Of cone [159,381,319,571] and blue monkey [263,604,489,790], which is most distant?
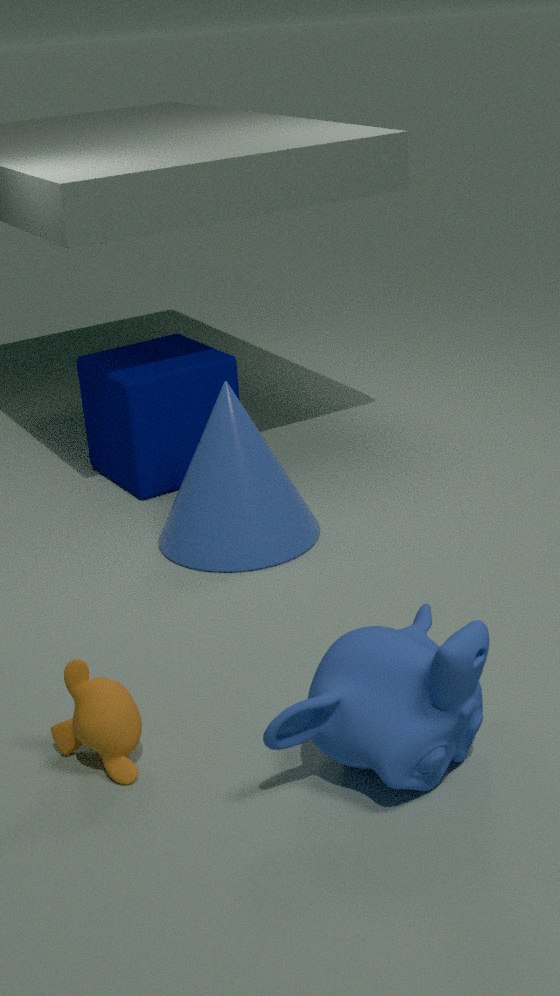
cone [159,381,319,571]
